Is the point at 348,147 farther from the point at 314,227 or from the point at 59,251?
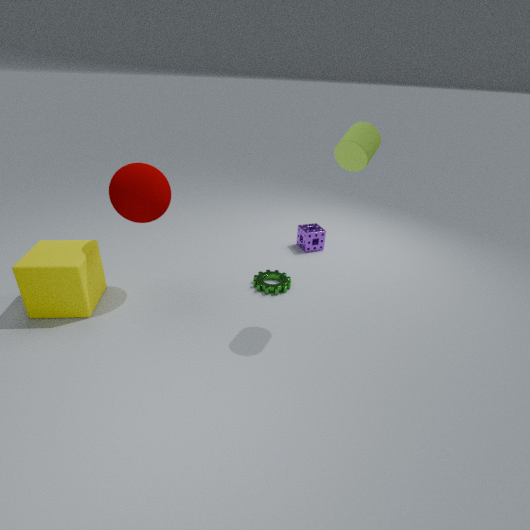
the point at 59,251
